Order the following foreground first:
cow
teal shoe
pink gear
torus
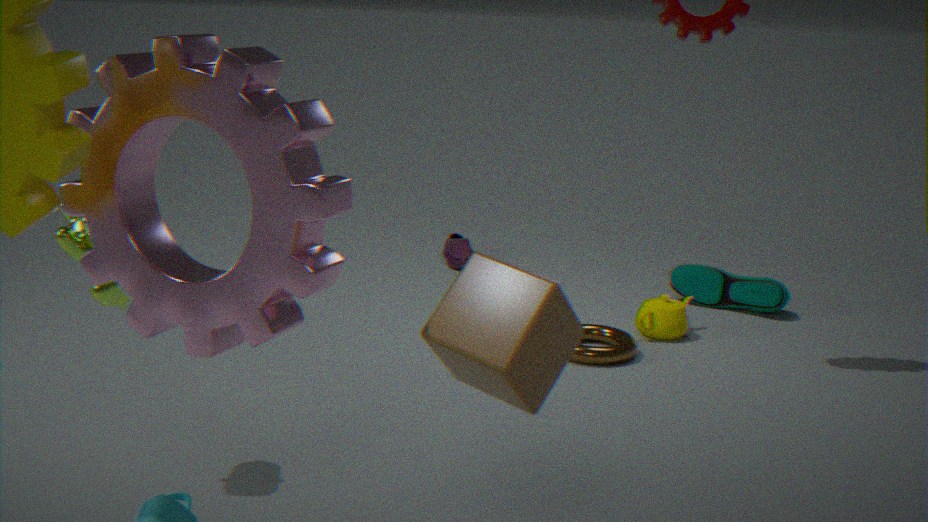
1. pink gear
2. cow
3. torus
4. teal shoe
